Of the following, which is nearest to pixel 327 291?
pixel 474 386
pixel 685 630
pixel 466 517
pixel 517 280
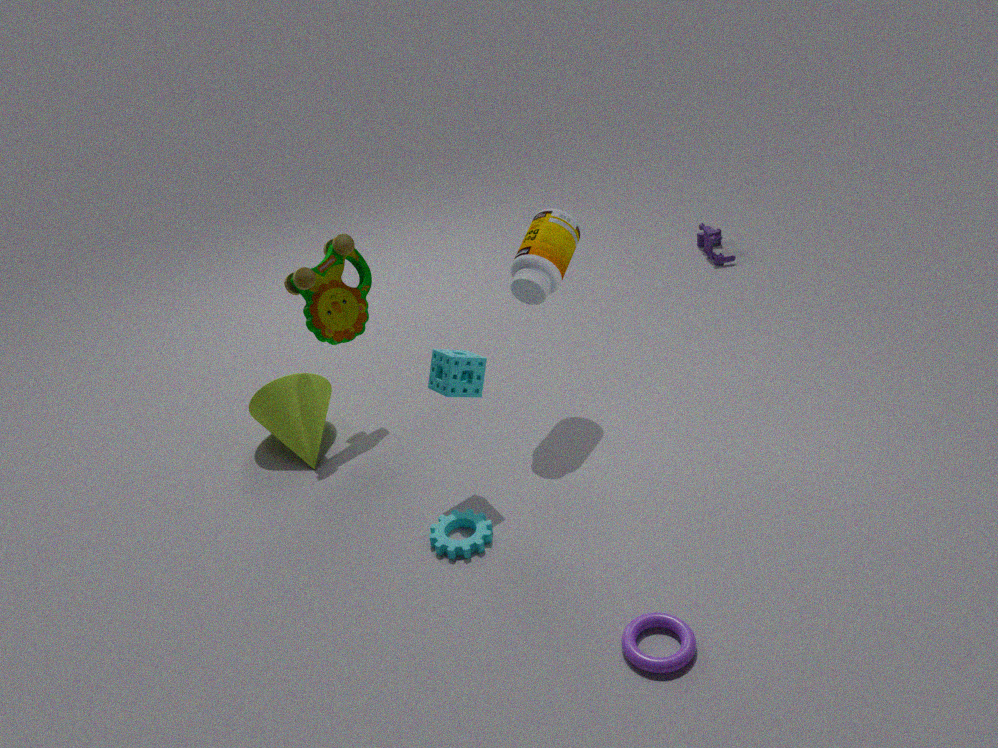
pixel 474 386
